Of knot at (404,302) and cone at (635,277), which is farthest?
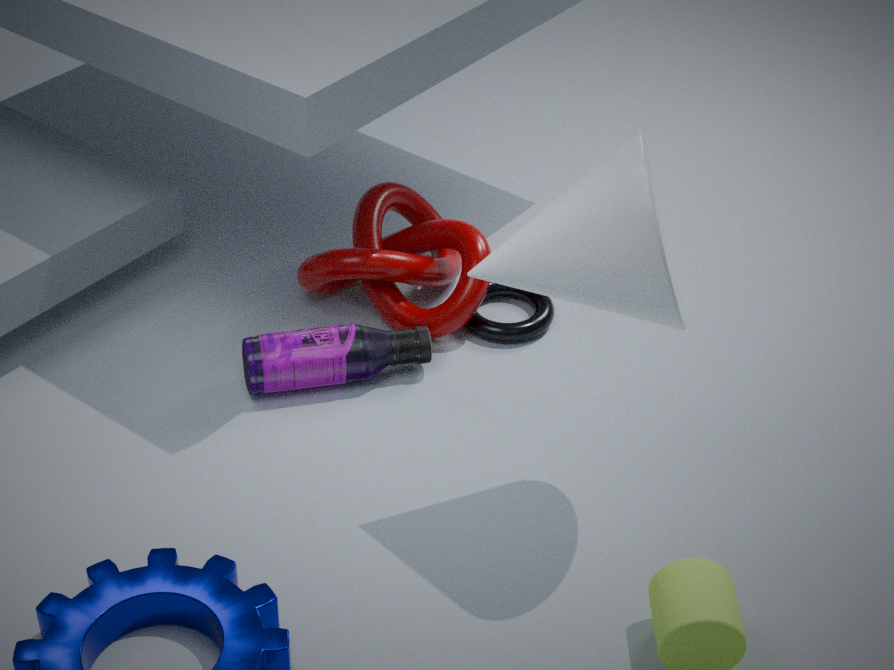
knot at (404,302)
